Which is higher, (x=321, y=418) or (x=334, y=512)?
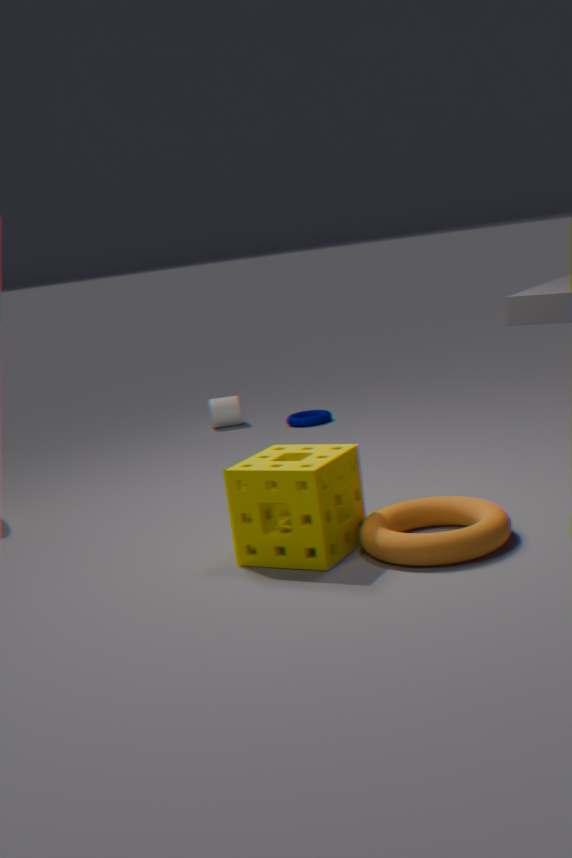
(x=334, y=512)
